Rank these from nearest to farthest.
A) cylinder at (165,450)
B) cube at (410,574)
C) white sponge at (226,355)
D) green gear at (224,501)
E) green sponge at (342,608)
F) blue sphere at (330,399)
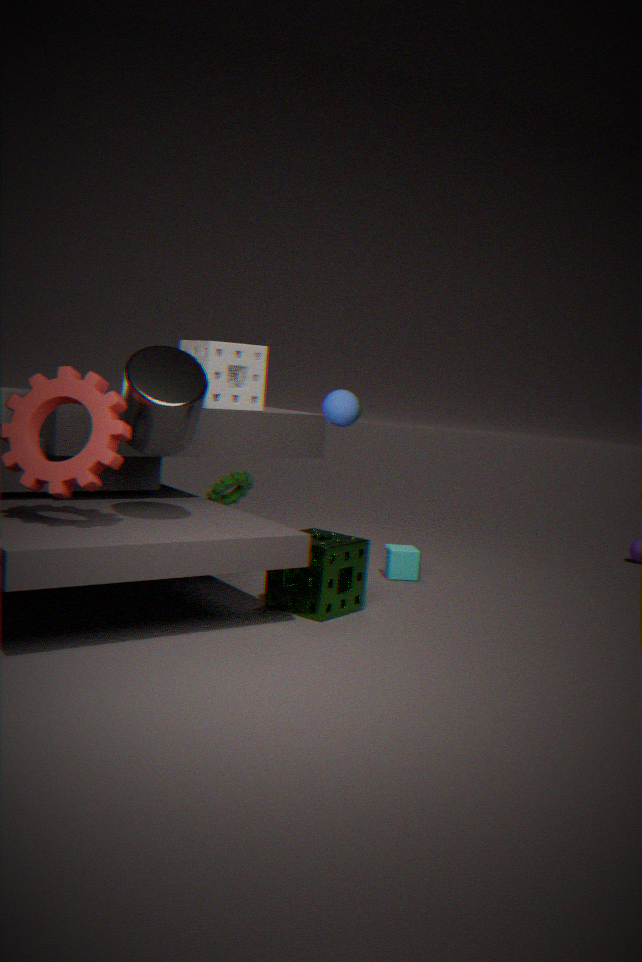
cylinder at (165,450), green sponge at (342,608), blue sphere at (330,399), white sponge at (226,355), green gear at (224,501), cube at (410,574)
